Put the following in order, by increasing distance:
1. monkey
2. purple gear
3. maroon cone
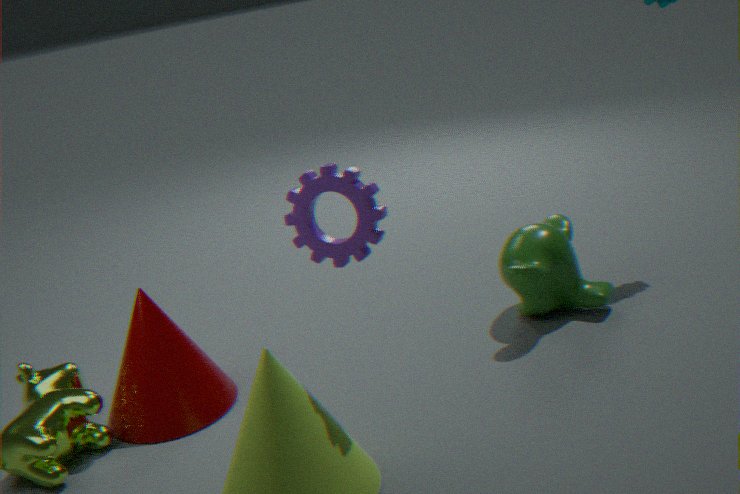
purple gear < maroon cone < monkey
